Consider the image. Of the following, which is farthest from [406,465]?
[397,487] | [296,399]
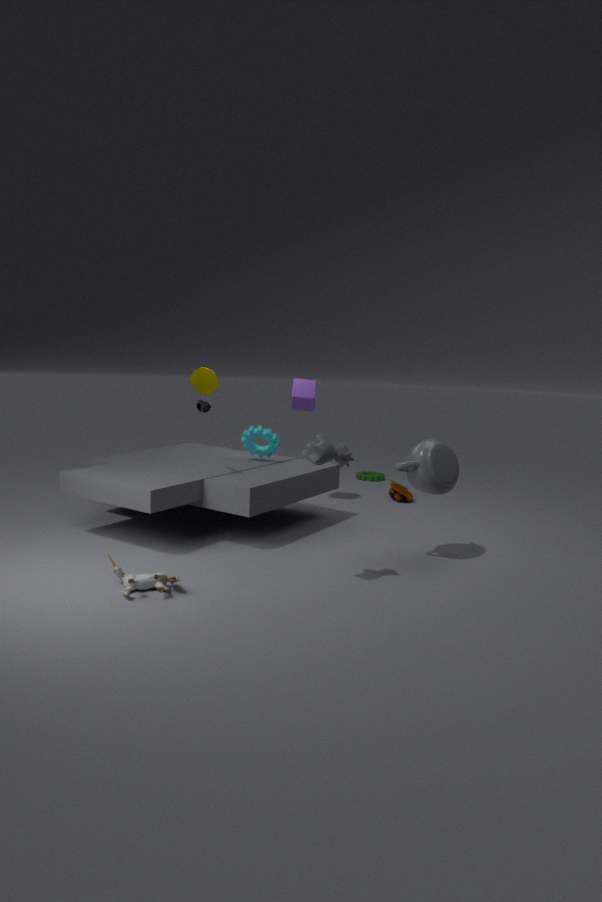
[397,487]
